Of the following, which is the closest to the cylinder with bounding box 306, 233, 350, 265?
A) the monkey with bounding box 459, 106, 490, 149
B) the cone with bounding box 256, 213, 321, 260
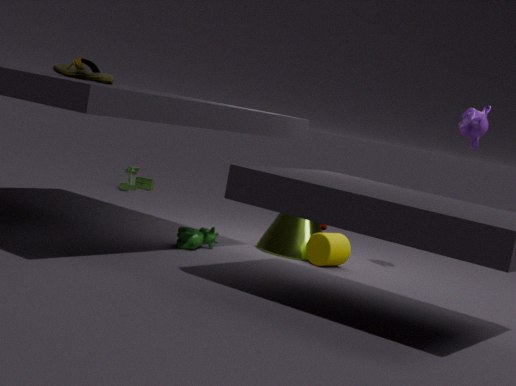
the cone with bounding box 256, 213, 321, 260
